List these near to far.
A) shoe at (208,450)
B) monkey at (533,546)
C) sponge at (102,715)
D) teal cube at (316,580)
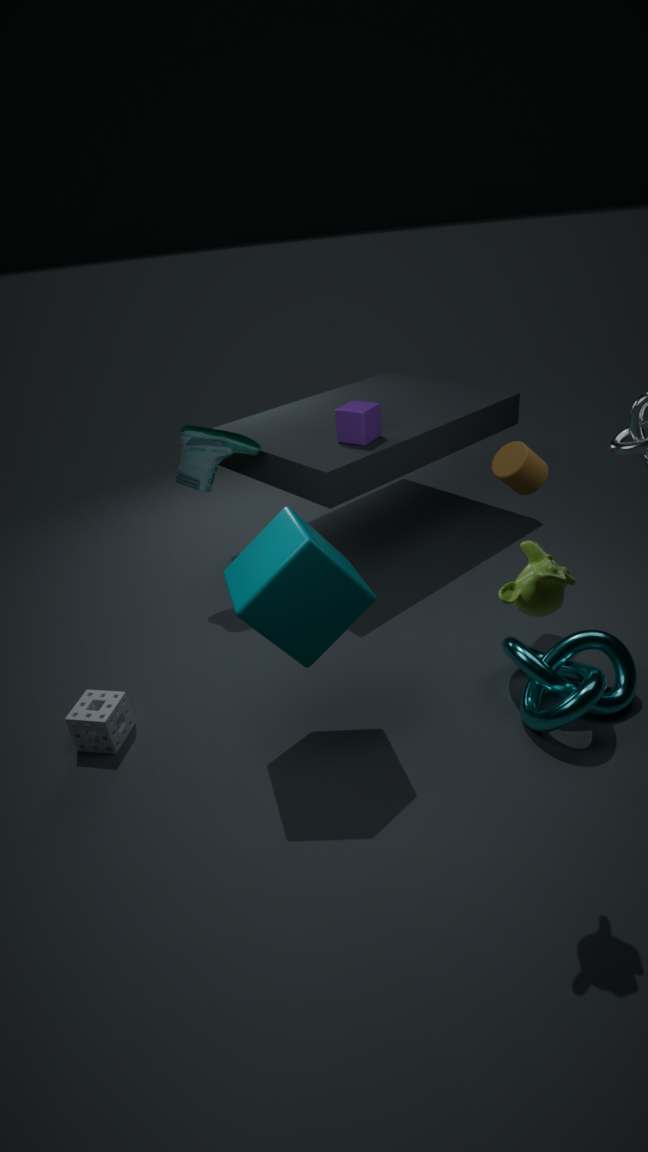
monkey at (533,546) < teal cube at (316,580) < sponge at (102,715) < shoe at (208,450)
